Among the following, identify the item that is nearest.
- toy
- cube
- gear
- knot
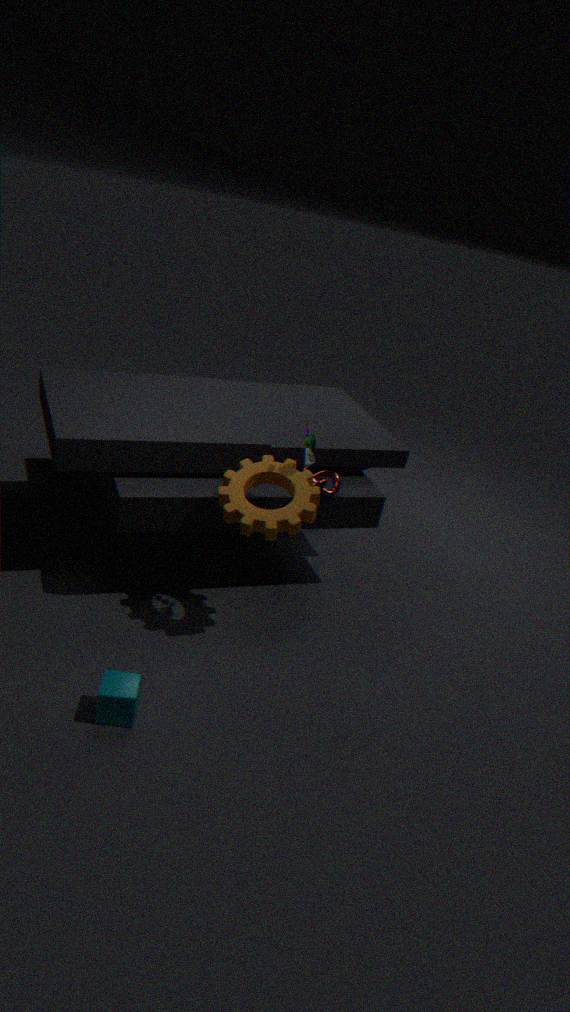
cube
